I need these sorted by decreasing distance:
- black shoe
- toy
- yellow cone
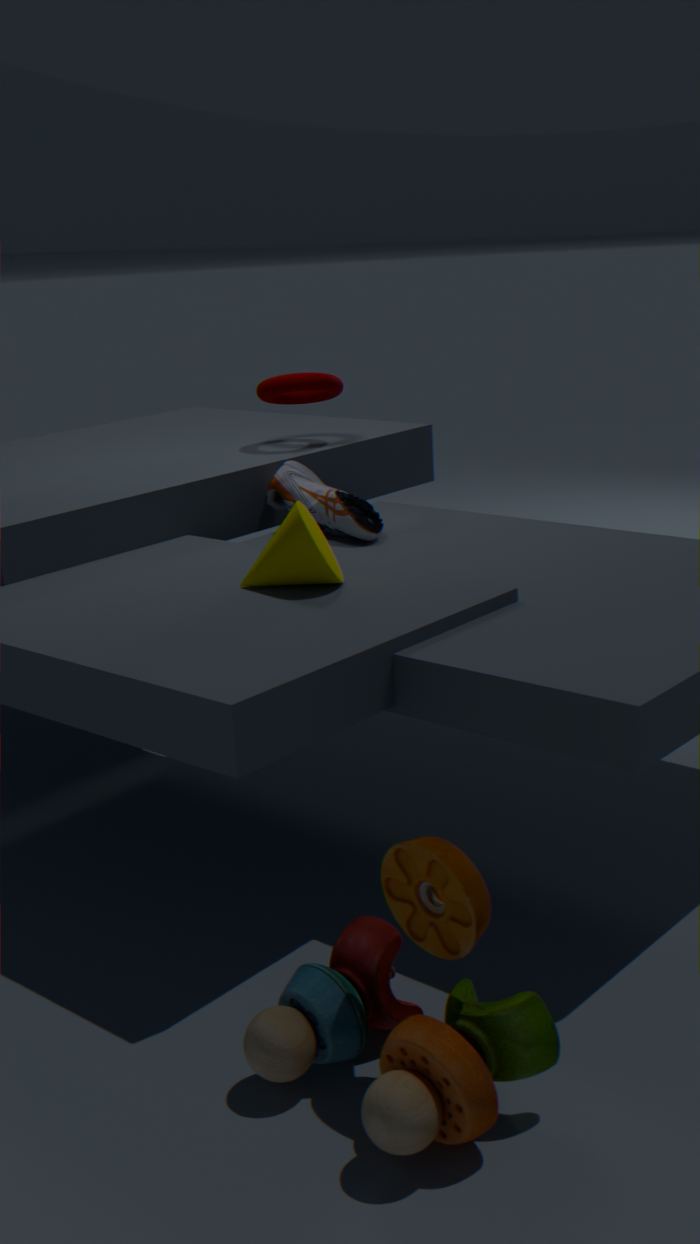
black shoe < yellow cone < toy
